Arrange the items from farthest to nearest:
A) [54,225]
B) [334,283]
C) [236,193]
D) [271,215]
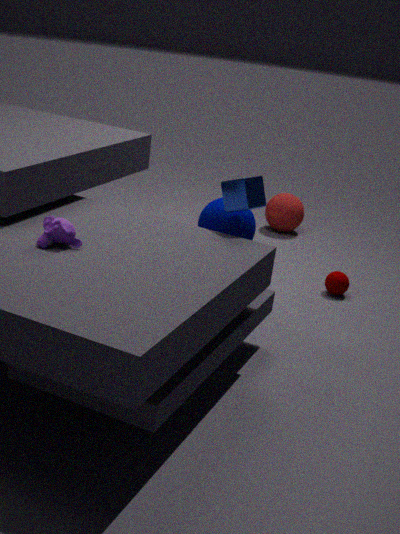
[271,215]
[334,283]
[236,193]
[54,225]
